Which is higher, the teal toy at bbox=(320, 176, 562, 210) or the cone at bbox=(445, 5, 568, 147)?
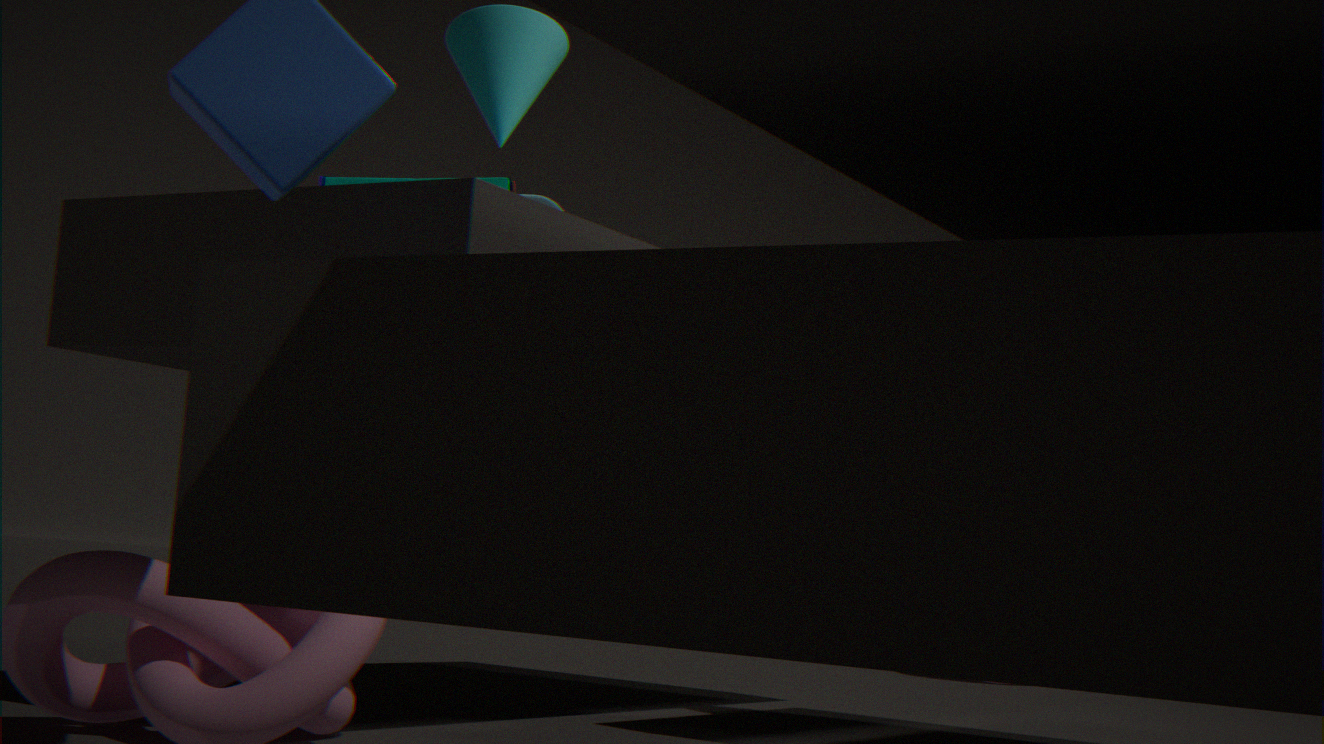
the cone at bbox=(445, 5, 568, 147)
